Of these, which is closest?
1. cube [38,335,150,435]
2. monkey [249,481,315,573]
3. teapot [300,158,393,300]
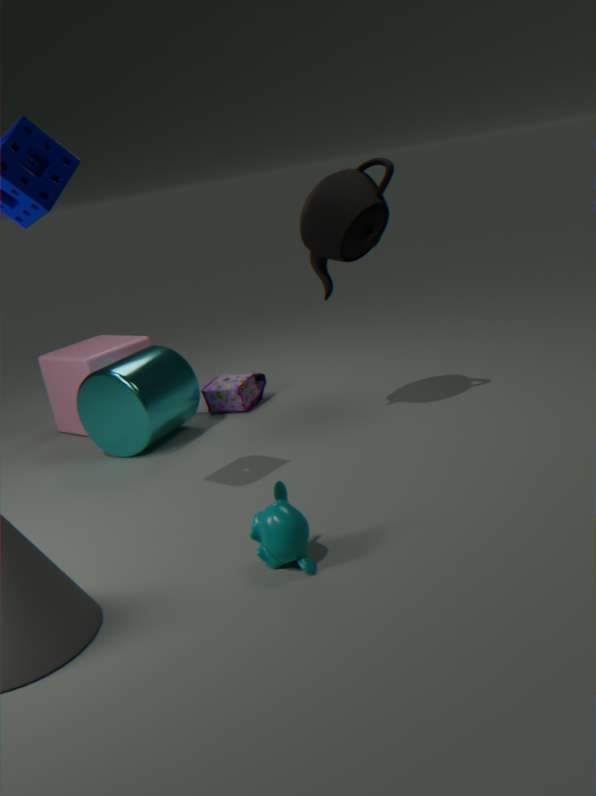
monkey [249,481,315,573]
